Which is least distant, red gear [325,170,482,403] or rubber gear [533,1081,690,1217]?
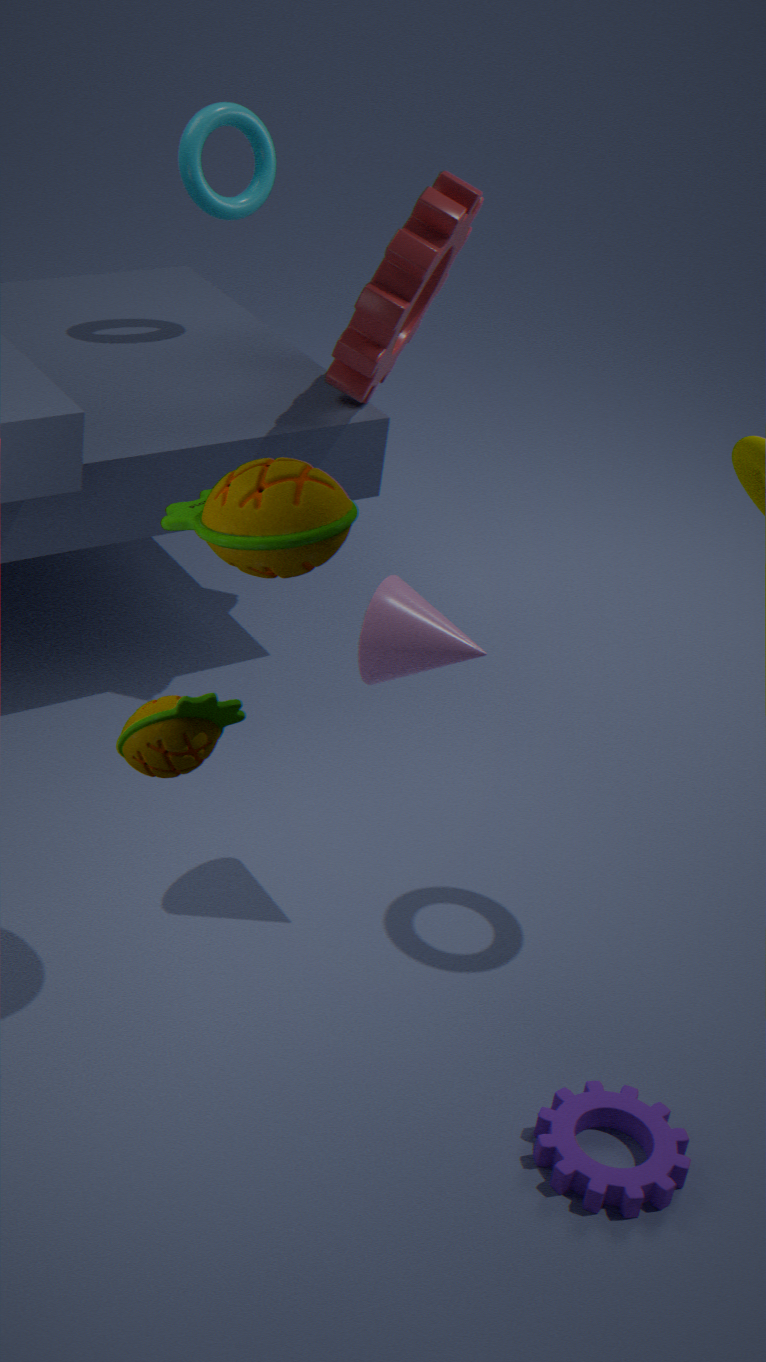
rubber gear [533,1081,690,1217]
